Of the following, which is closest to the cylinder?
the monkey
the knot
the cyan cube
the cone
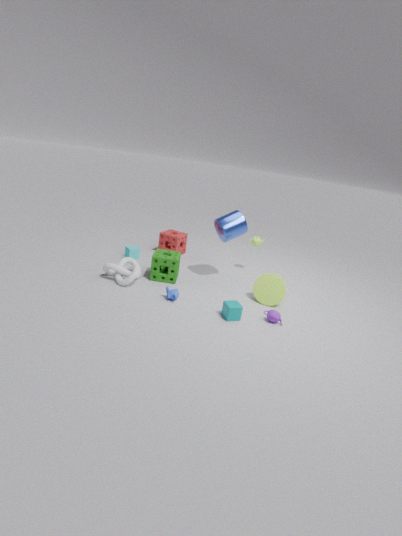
the cone
